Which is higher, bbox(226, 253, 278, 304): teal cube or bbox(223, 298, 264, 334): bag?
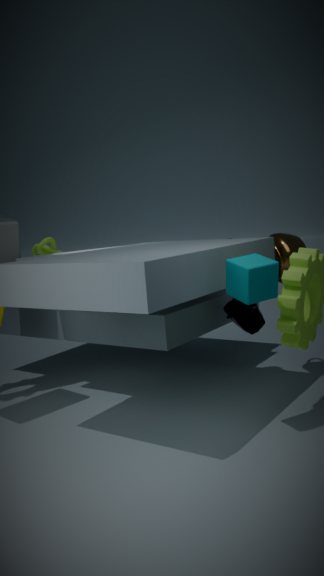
bbox(226, 253, 278, 304): teal cube
